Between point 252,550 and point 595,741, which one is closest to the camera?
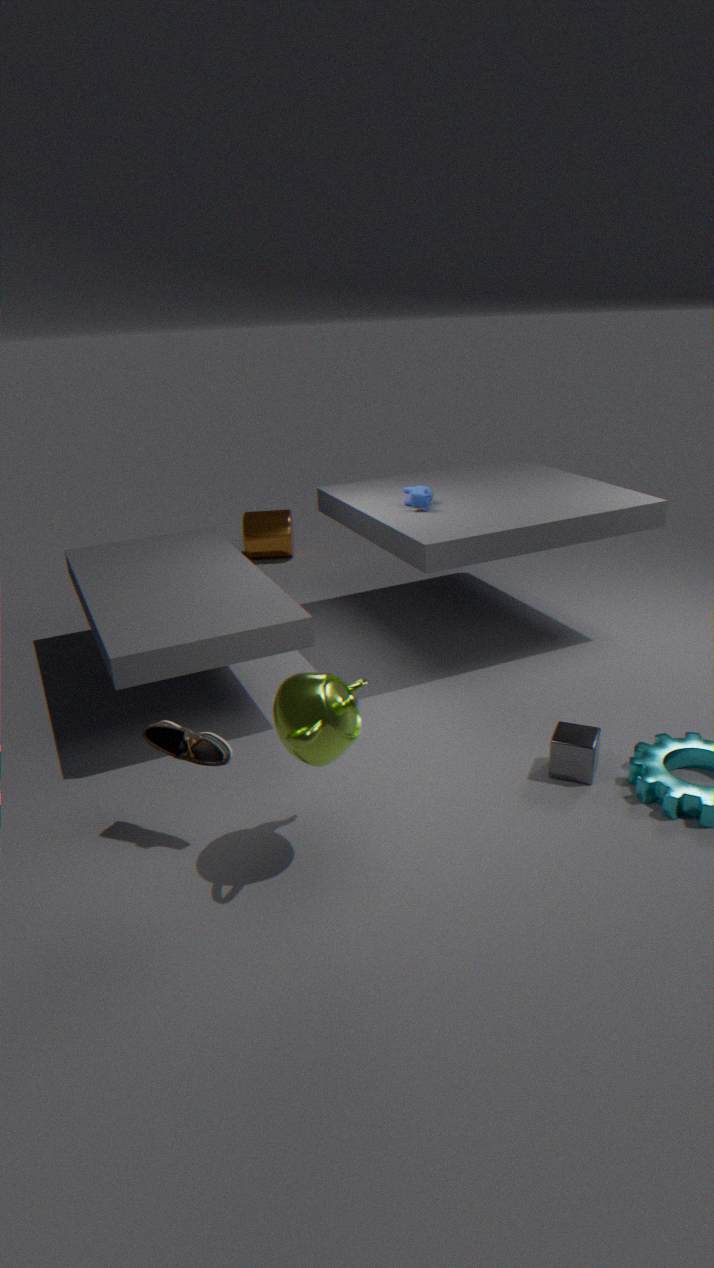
point 595,741
